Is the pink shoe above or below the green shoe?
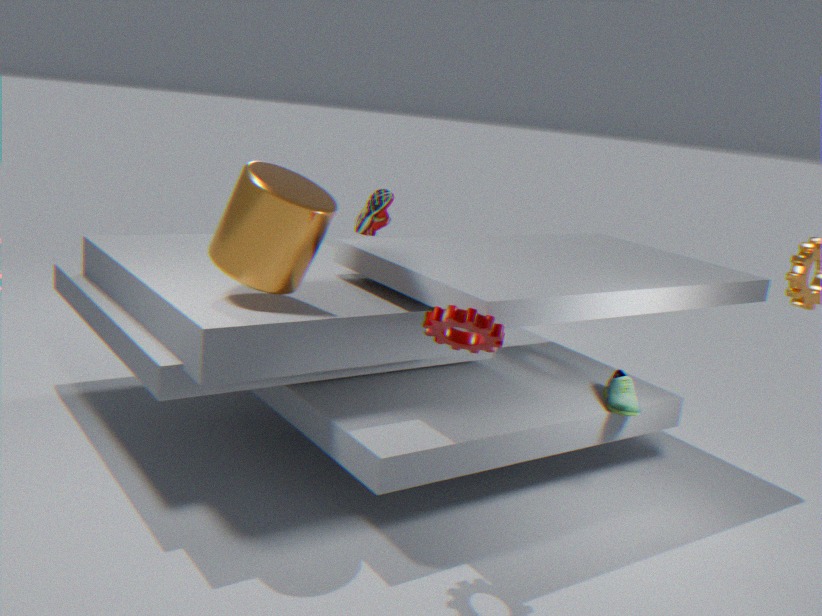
above
